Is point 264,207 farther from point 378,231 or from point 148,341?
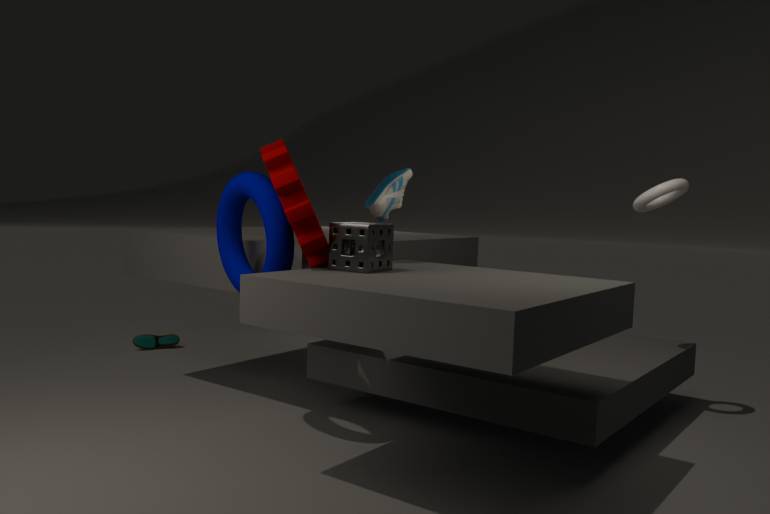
point 148,341
